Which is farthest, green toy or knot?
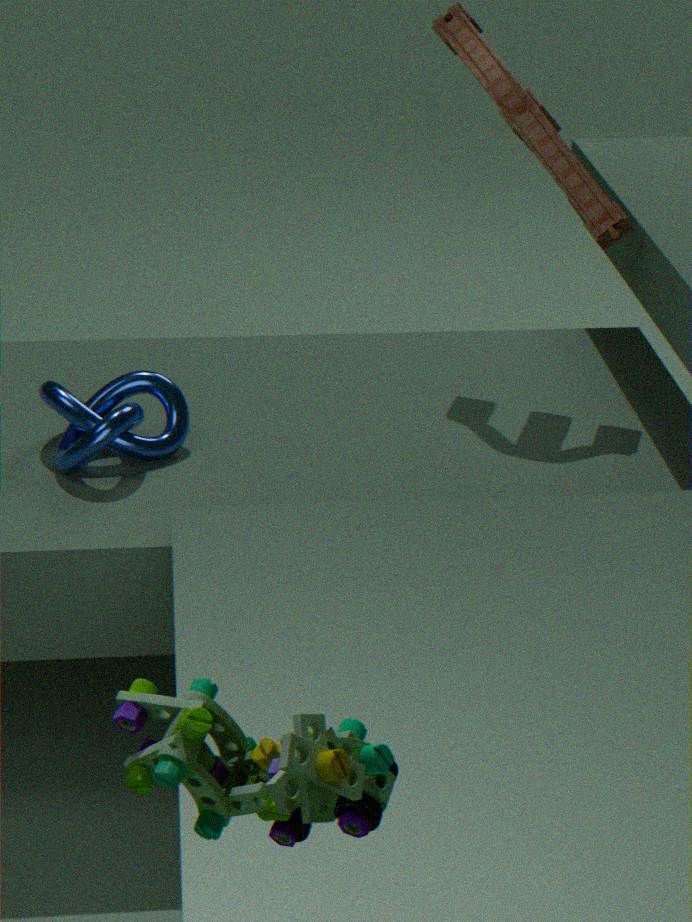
knot
